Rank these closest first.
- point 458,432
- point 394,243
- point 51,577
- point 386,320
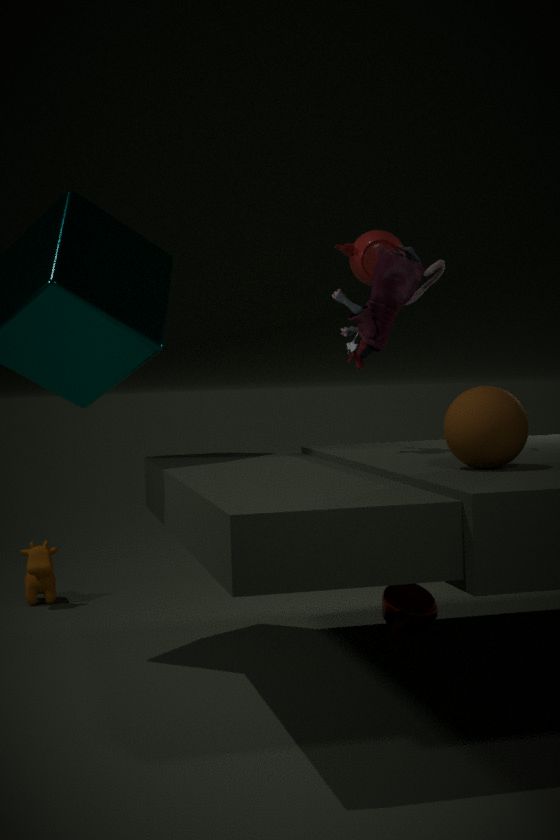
point 458,432, point 386,320, point 394,243, point 51,577
